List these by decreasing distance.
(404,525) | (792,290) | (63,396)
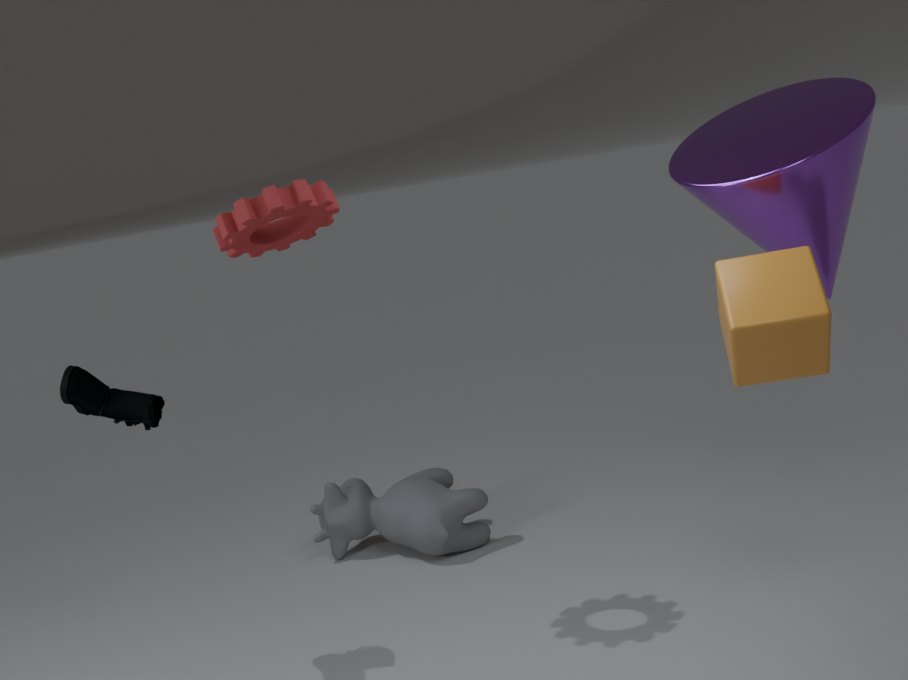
(404,525) → (63,396) → (792,290)
